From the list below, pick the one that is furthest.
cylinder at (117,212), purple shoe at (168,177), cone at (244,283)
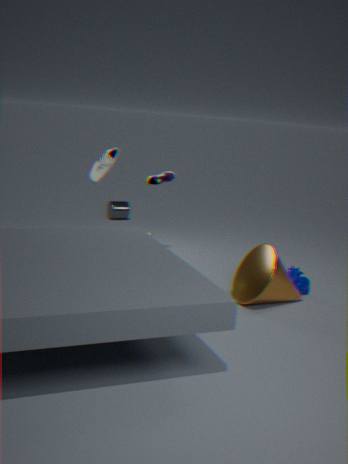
cylinder at (117,212)
